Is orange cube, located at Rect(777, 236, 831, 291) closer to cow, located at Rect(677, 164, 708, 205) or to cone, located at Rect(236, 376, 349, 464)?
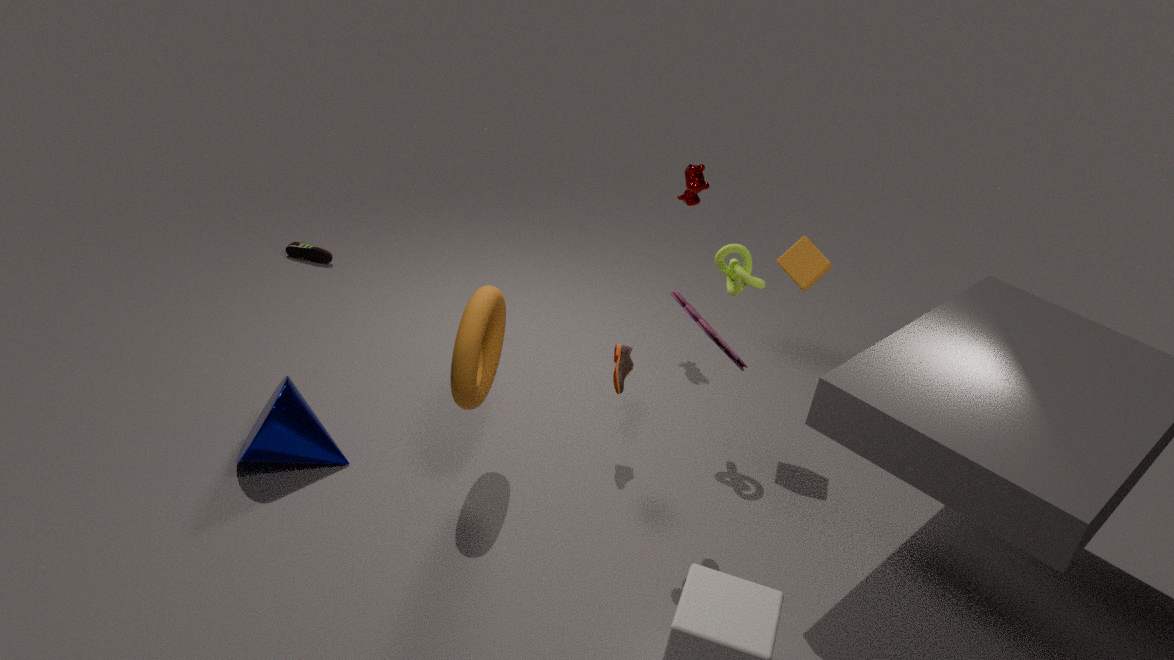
cow, located at Rect(677, 164, 708, 205)
